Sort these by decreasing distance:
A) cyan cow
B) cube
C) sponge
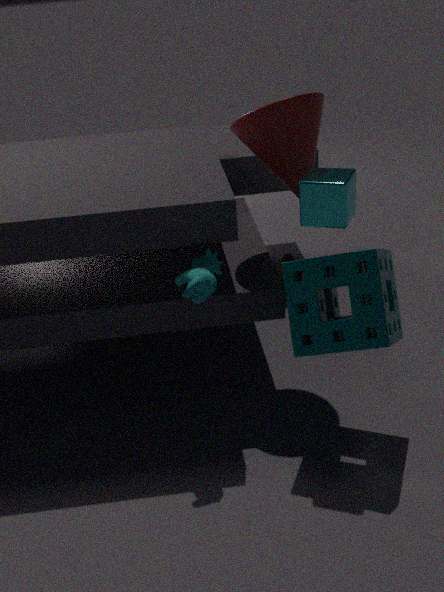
1. cyan cow
2. cube
3. sponge
